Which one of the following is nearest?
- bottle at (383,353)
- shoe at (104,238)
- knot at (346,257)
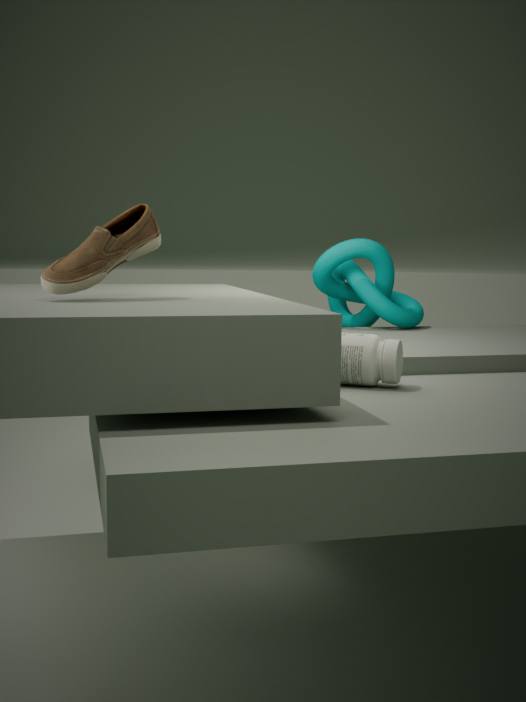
shoe at (104,238)
